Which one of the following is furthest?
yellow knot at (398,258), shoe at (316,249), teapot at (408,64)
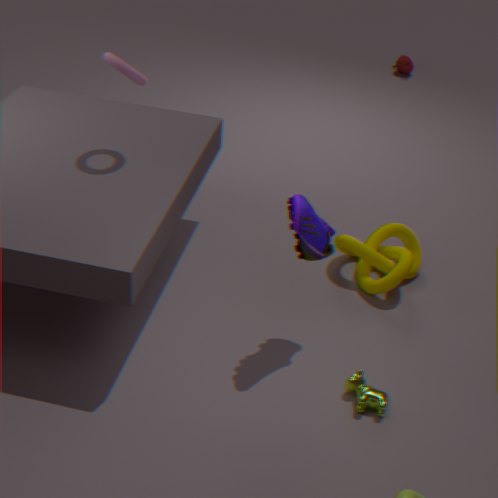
teapot at (408,64)
